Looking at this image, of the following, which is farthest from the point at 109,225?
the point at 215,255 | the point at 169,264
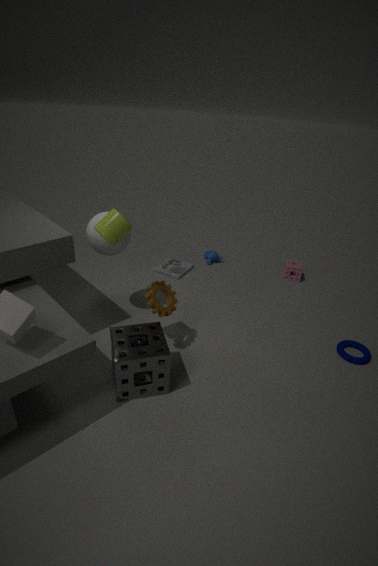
the point at 215,255
